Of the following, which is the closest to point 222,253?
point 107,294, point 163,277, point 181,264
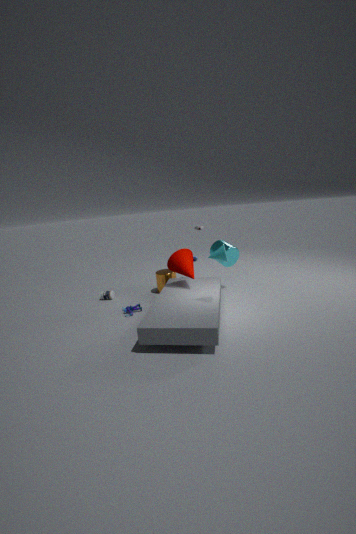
point 181,264
